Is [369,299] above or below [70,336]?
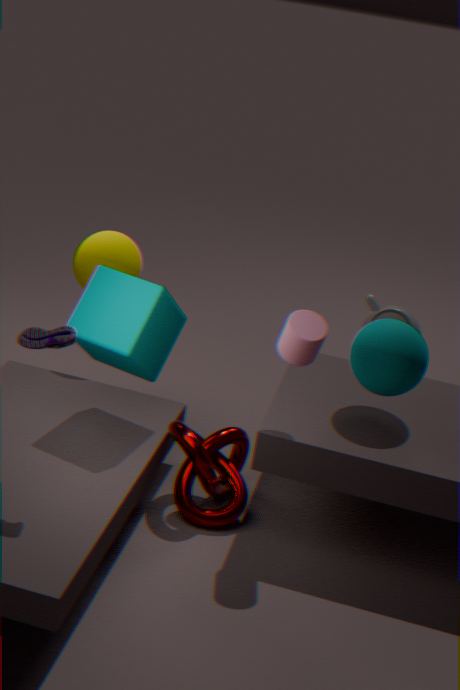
below
